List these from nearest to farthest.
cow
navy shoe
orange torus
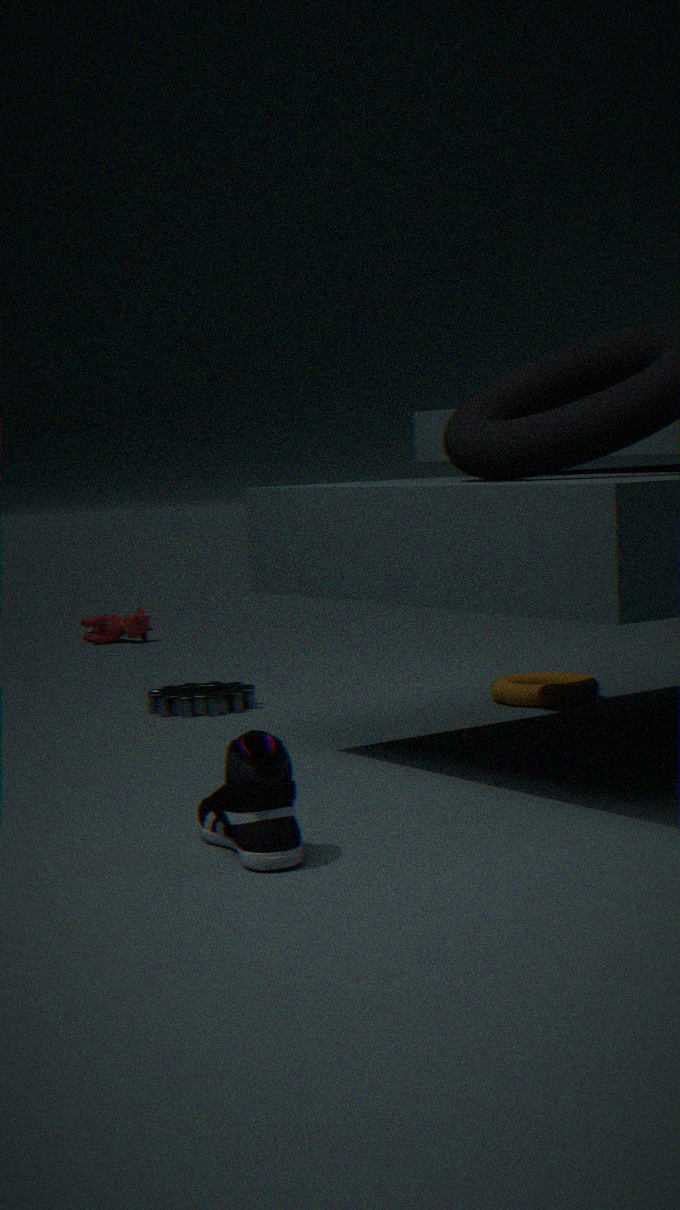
1. navy shoe
2. orange torus
3. cow
